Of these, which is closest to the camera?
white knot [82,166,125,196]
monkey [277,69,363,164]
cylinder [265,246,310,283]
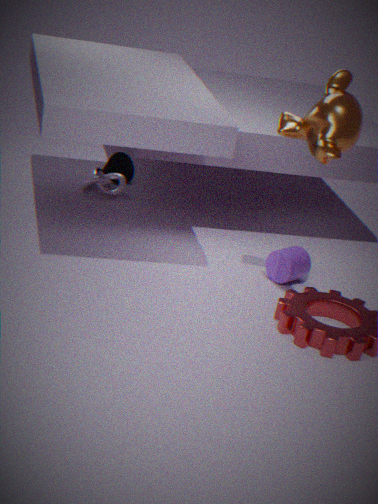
monkey [277,69,363,164]
